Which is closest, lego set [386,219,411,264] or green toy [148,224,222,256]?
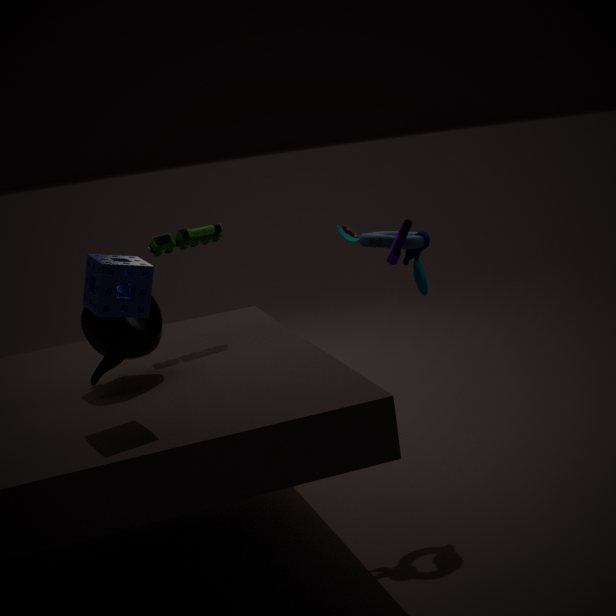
lego set [386,219,411,264]
